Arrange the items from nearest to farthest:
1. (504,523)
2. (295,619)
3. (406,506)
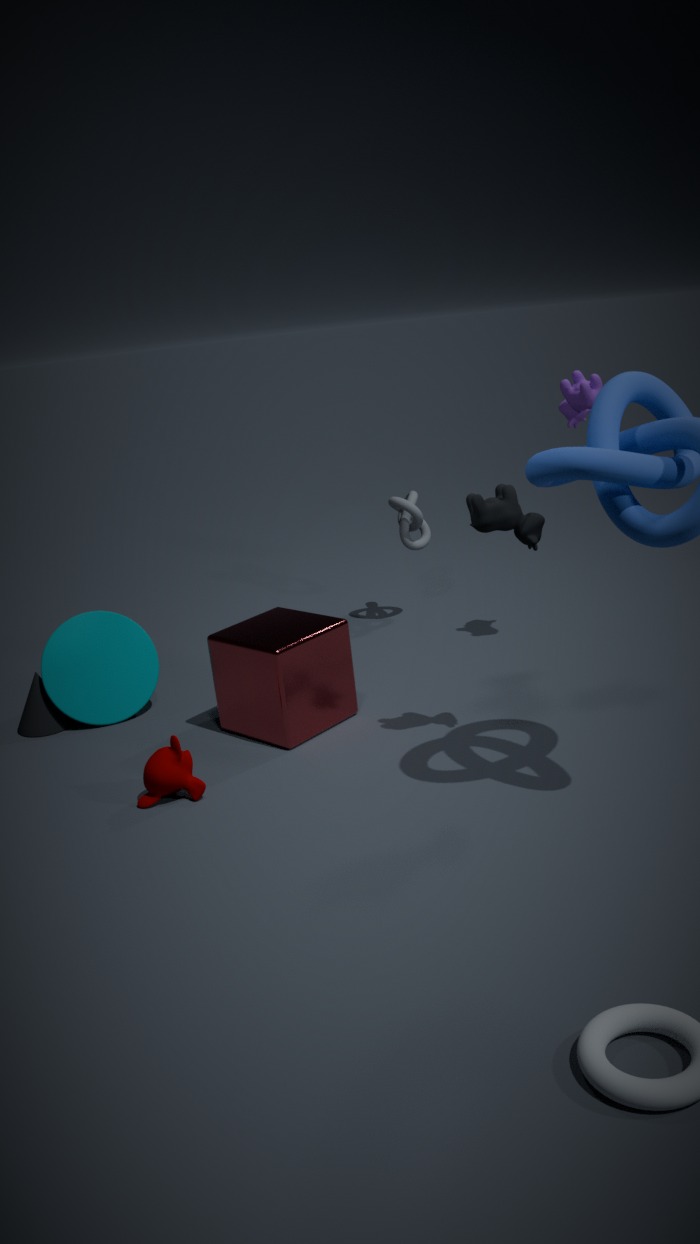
1. (504,523)
2. (295,619)
3. (406,506)
